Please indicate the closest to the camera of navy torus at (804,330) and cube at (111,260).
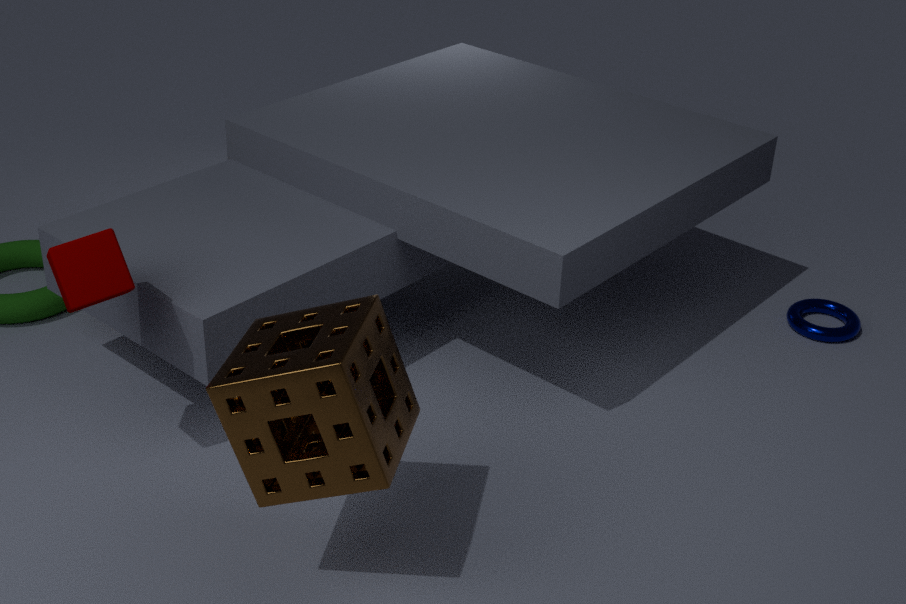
cube at (111,260)
